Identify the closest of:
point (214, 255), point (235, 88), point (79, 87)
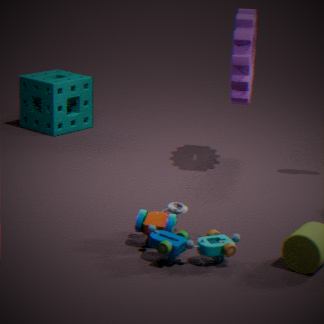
point (214, 255)
